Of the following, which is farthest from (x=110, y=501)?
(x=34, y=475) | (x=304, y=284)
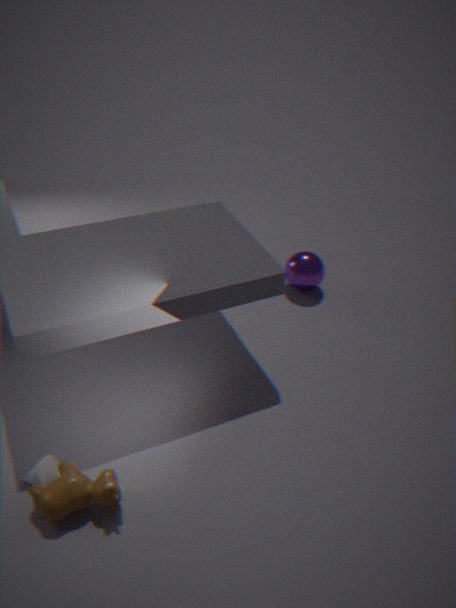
(x=304, y=284)
